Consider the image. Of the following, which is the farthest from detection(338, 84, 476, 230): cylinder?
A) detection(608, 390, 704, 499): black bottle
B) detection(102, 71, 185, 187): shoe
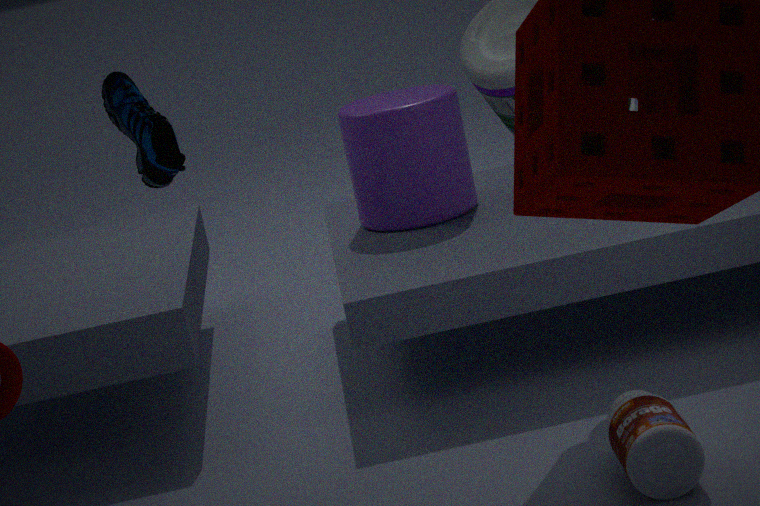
detection(102, 71, 185, 187): shoe
